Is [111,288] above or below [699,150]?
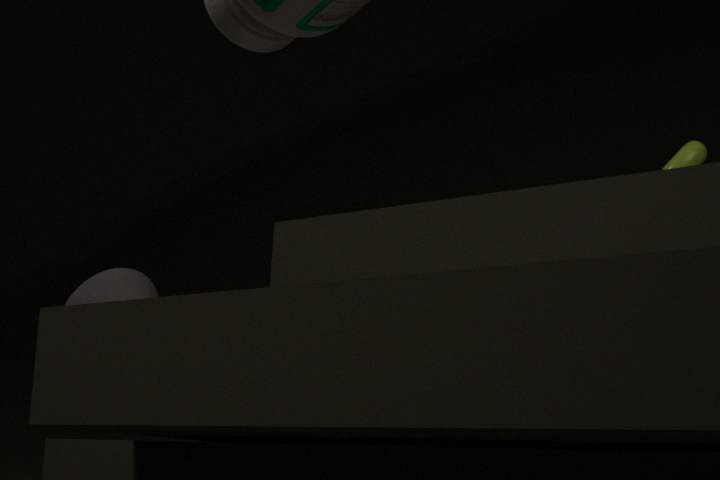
below
